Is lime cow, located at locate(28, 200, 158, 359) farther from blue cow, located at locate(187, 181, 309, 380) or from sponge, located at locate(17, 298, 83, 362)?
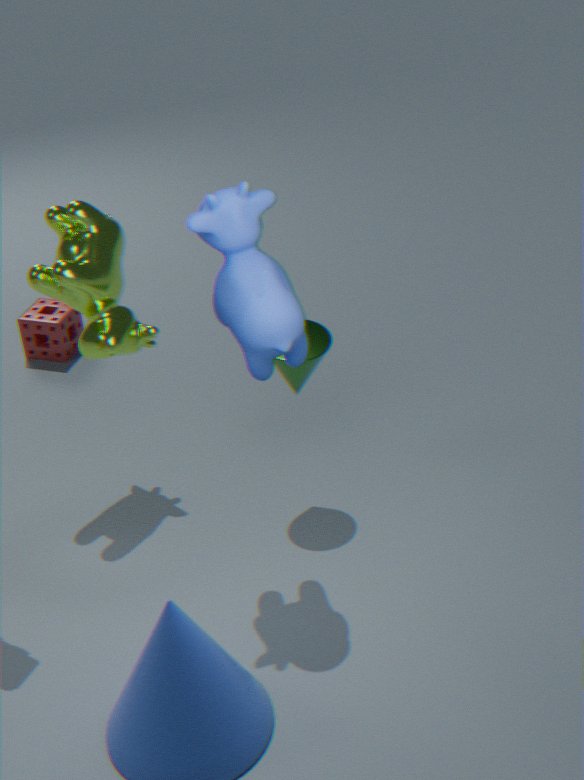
sponge, located at locate(17, 298, 83, 362)
